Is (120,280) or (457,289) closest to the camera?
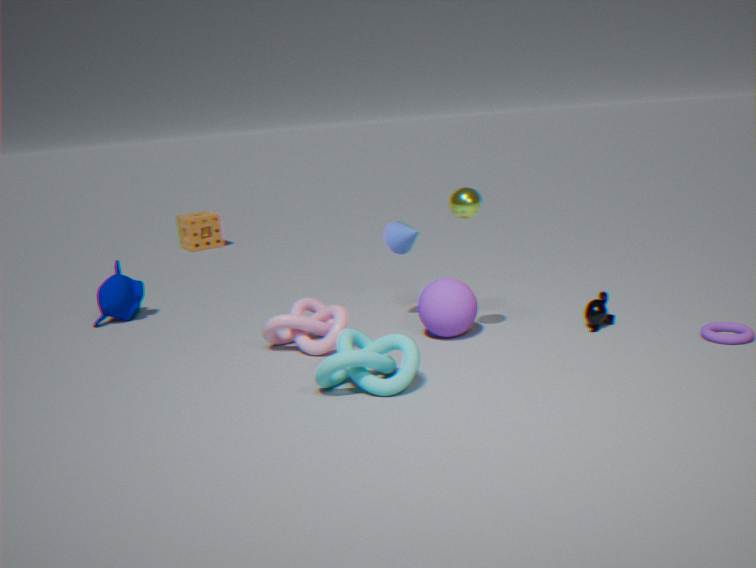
(457,289)
